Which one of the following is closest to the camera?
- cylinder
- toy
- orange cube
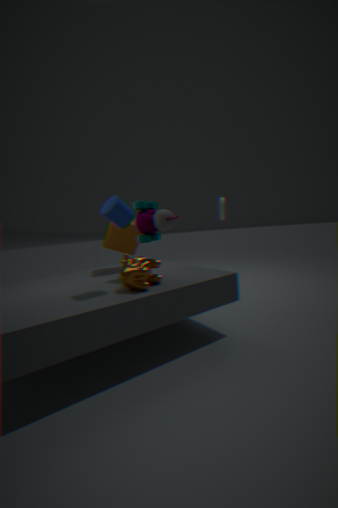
cylinder
